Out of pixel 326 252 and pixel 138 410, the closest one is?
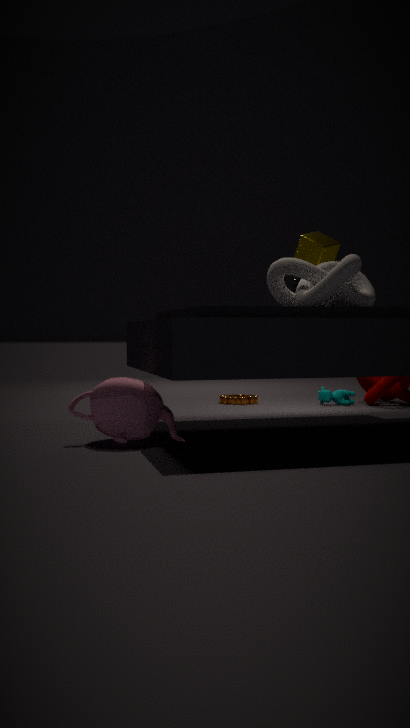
pixel 138 410
